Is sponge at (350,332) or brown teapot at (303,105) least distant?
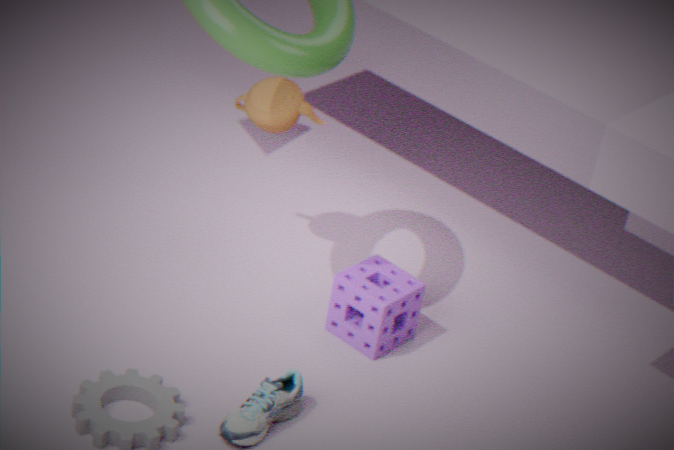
sponge at (350,332)
